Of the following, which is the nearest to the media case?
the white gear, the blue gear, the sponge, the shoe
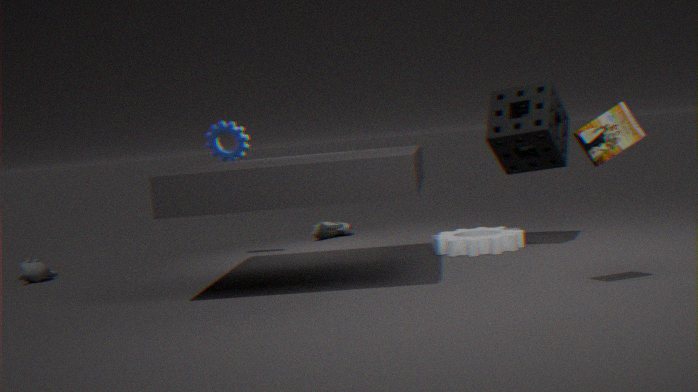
the sponge
